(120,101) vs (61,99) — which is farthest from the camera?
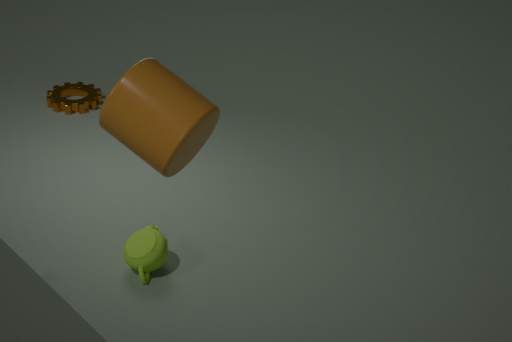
(61,99)
